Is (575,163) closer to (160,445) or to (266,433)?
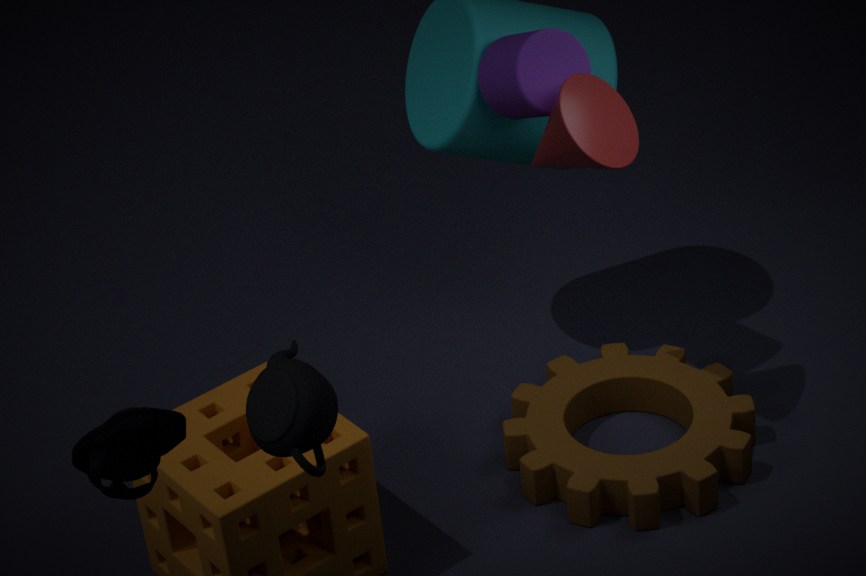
(266,433)
